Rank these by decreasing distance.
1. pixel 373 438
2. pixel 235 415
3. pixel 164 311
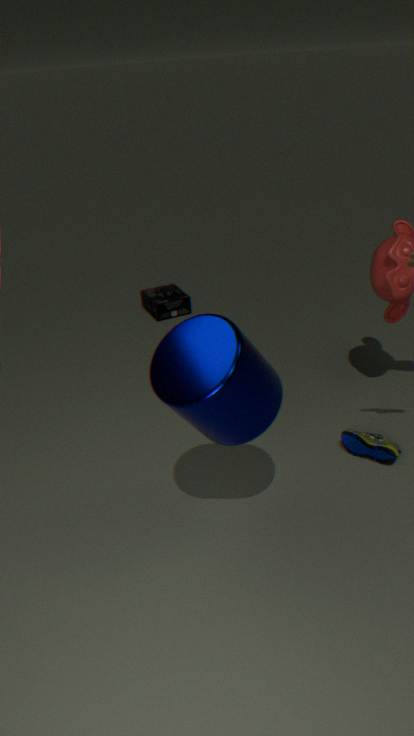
pixel 164 311 < pixel 373 438 < pixel 235 415
